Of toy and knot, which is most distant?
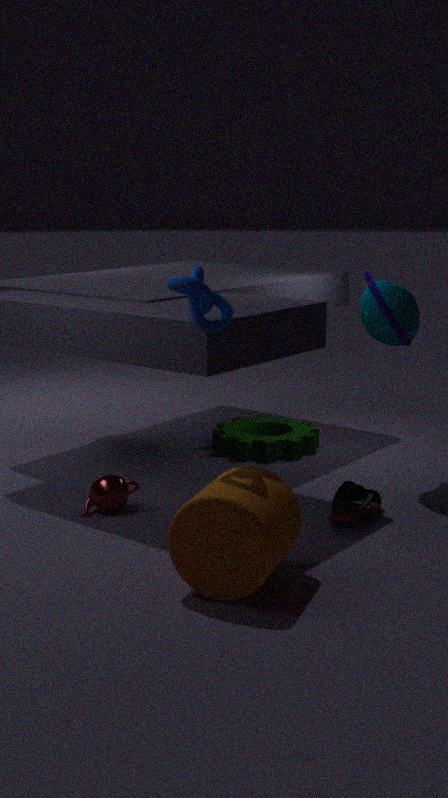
toy
